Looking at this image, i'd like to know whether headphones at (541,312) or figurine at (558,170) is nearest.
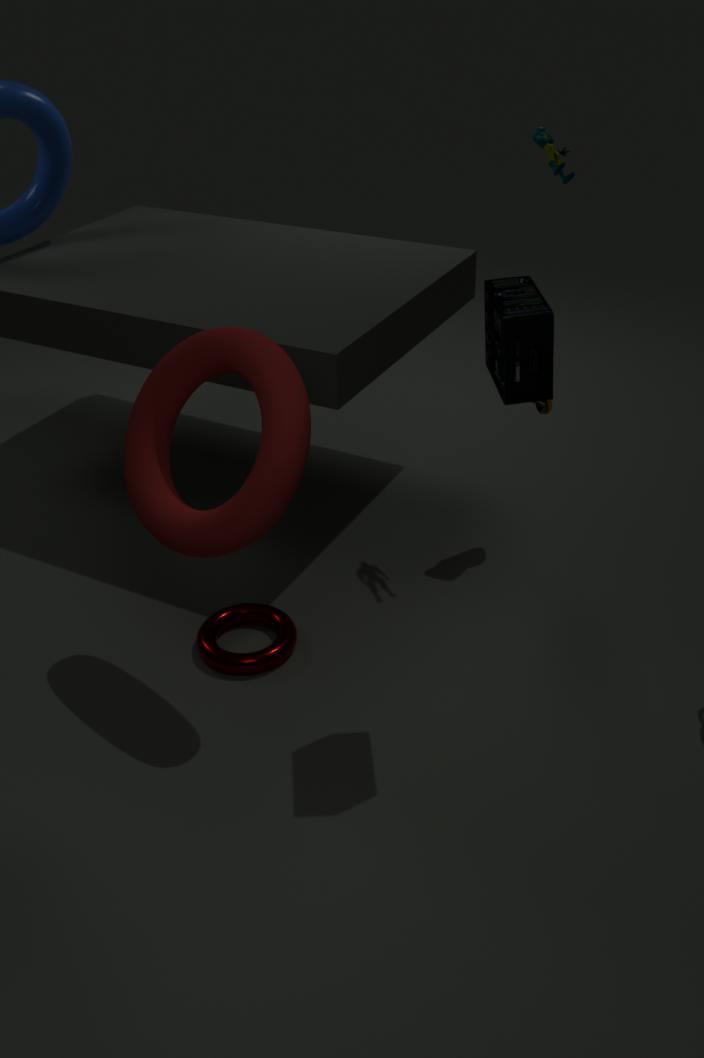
headphones at (541,312)
